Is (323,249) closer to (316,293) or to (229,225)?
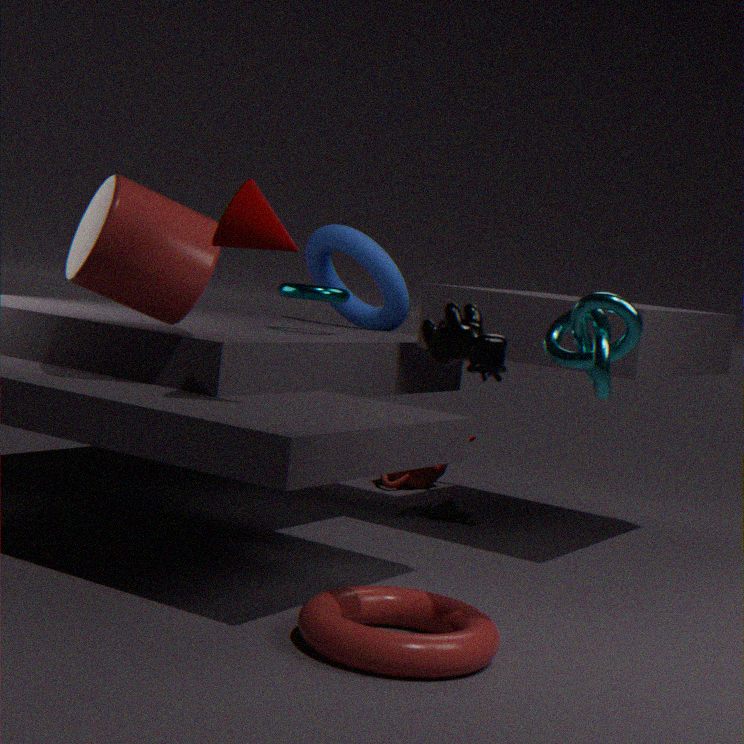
(316,293)
